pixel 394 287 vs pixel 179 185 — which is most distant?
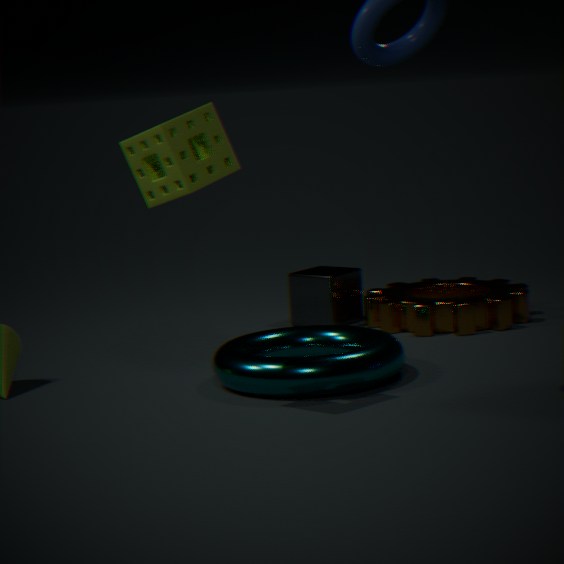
pixel 394 287
